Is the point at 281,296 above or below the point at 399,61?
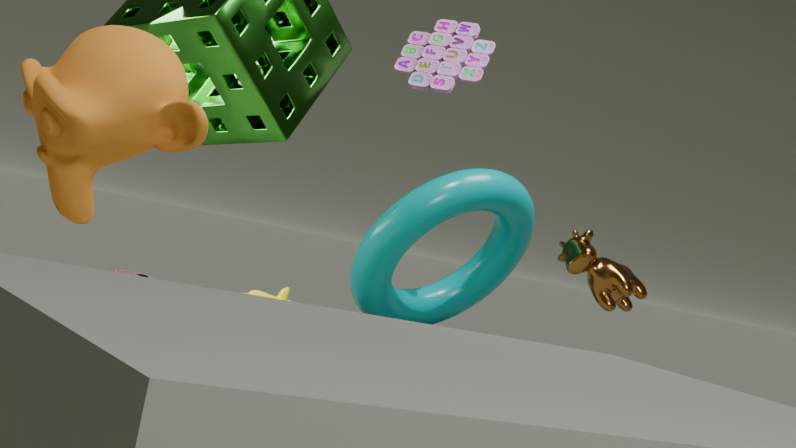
below
